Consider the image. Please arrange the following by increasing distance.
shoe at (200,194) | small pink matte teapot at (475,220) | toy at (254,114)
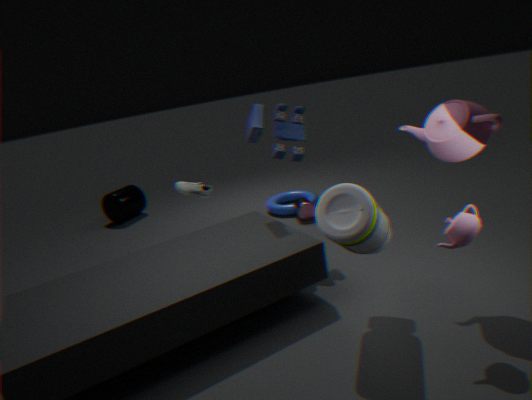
small pink matte teapot at (475,220), toy at (254,114), shoe at (200,194)
